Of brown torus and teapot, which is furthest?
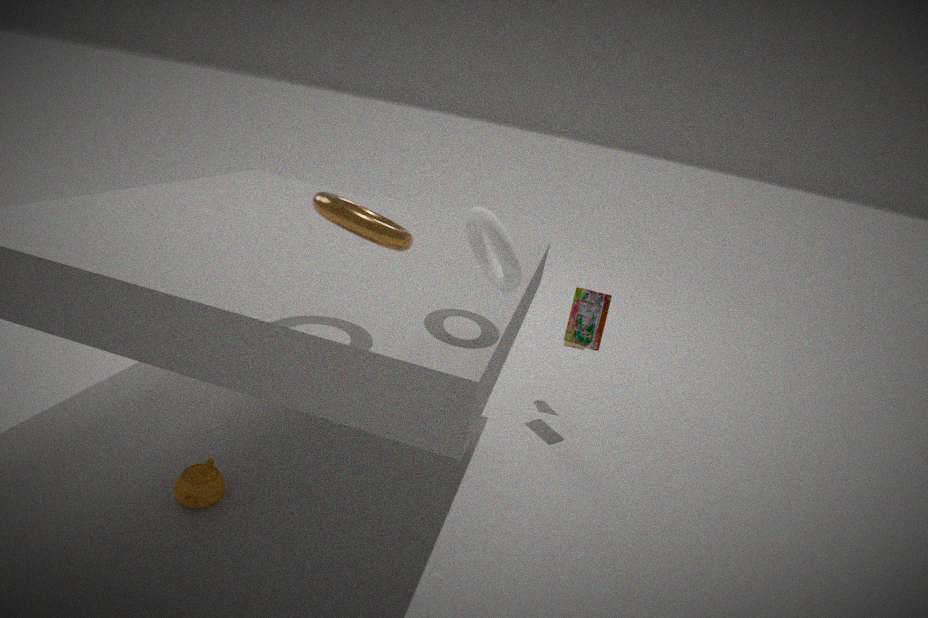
teapot
